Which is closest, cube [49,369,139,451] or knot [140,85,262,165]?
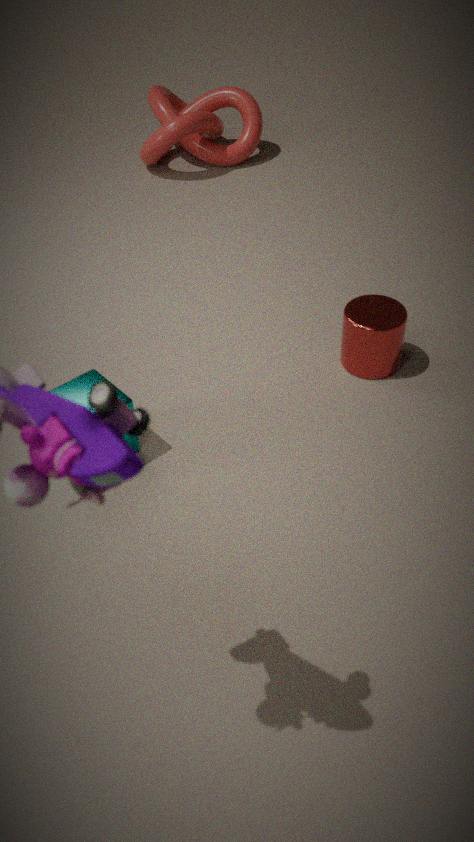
cube [49,369,139,451]
